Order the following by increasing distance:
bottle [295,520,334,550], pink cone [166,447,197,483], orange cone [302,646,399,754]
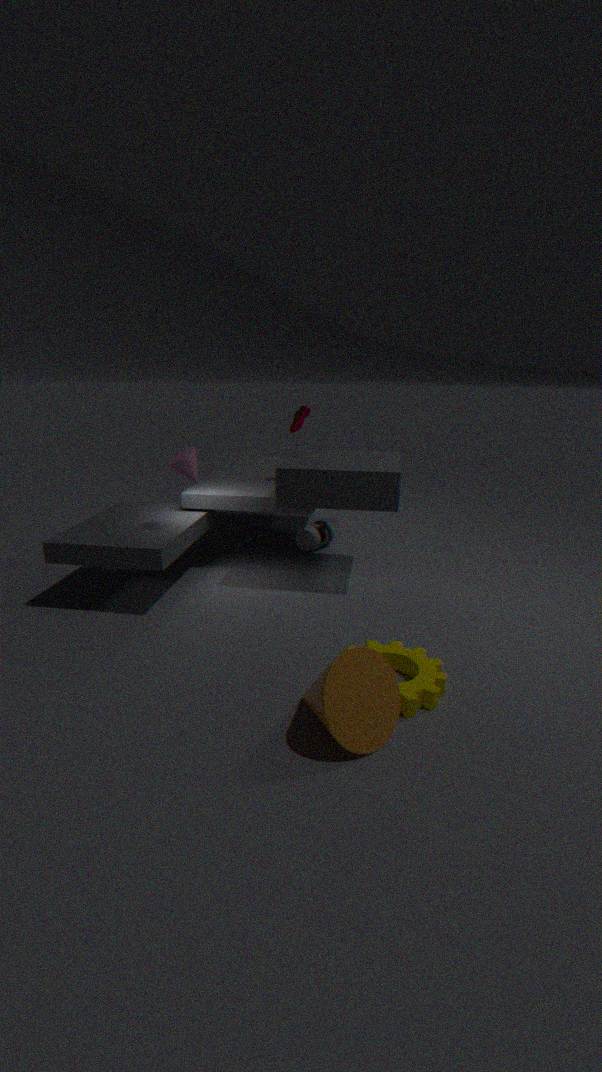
orange cone [302,646,399,754] < pink cone [166,447,197,483] < bottle [295,520,334,550]
